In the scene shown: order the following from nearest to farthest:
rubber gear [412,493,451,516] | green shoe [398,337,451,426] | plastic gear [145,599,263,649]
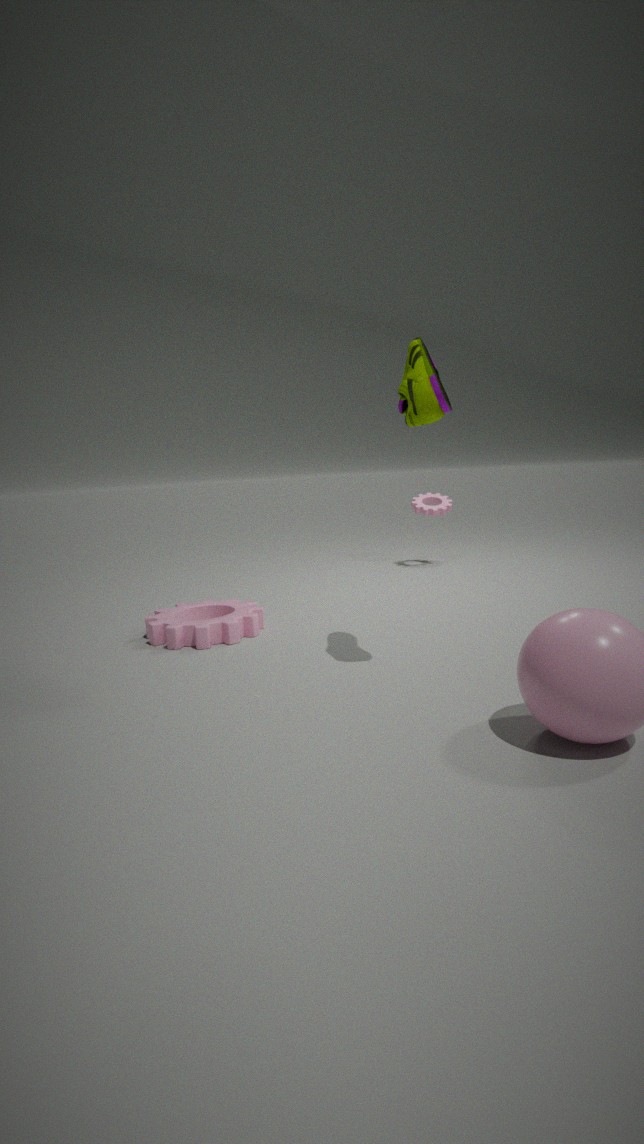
green shoe [398,337,451,426] → plastic gear [145,599,263,649] → rubber gear [412,493,451,516]
